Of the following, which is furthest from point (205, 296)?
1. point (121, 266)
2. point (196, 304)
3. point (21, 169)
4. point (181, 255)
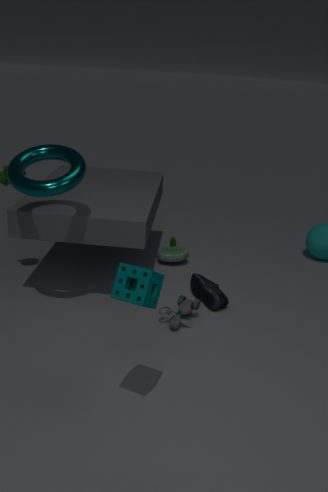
point (121, 266)
